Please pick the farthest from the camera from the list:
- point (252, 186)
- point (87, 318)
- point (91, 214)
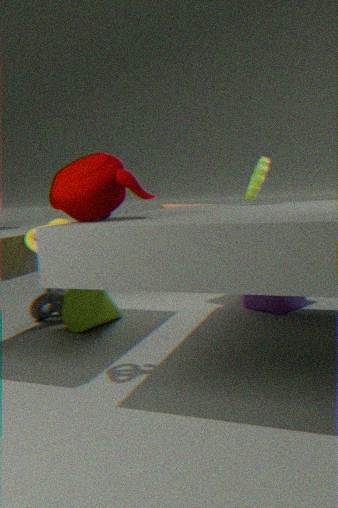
point (87, 318)
